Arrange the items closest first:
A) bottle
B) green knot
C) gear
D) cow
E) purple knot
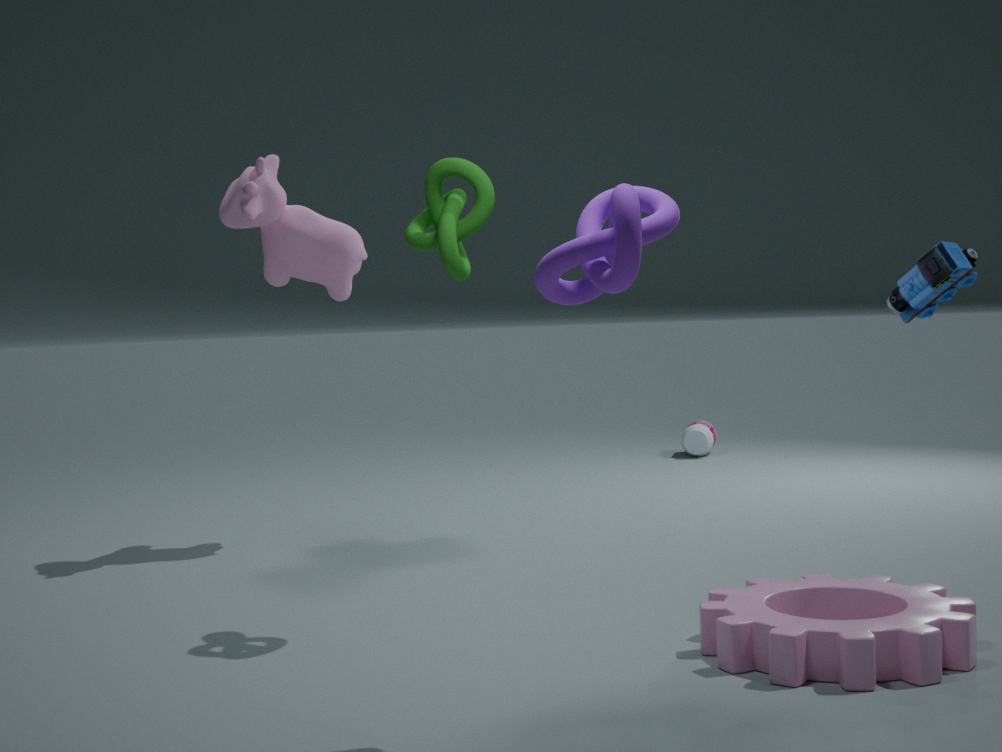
purple knot
gear
green knot
cow
bottle
